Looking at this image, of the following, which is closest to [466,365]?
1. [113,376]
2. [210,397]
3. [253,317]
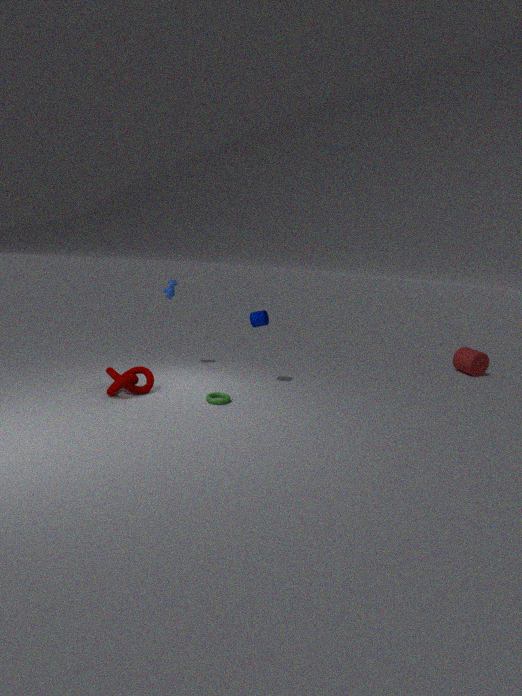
[253,317]
